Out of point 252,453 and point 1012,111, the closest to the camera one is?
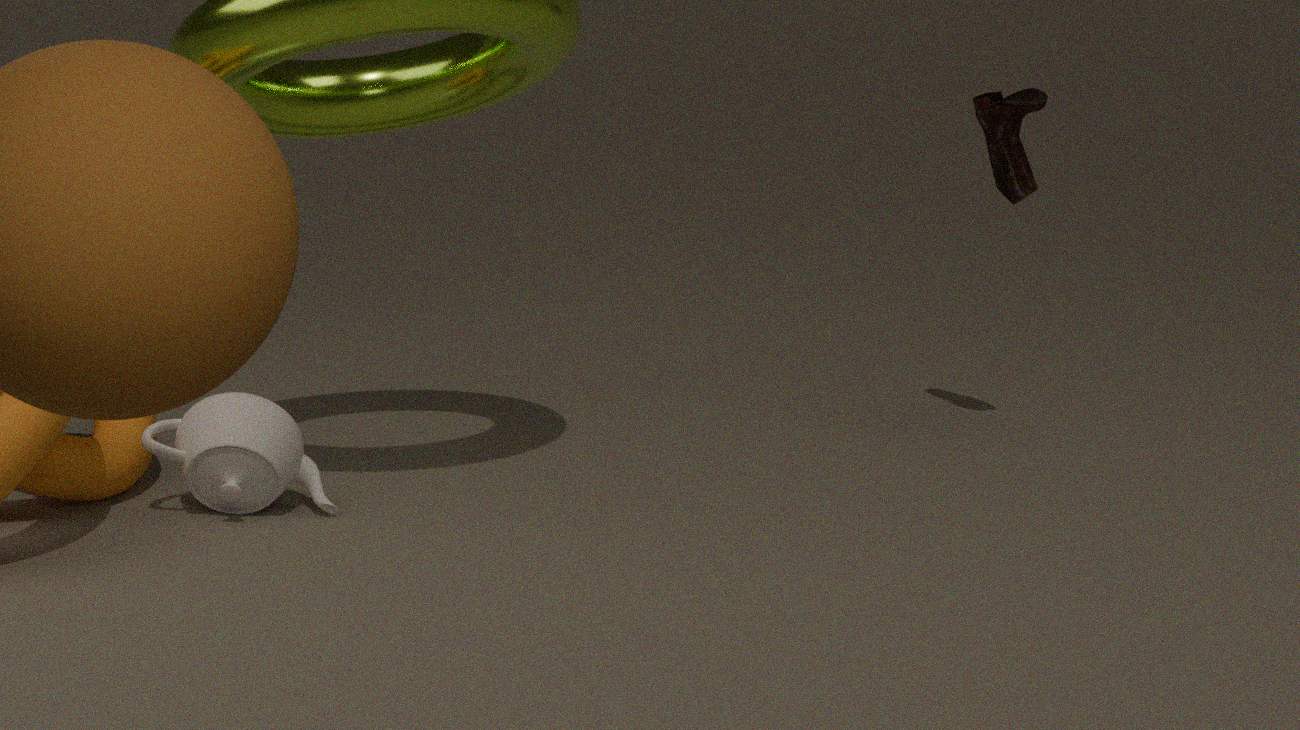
point 252,453
